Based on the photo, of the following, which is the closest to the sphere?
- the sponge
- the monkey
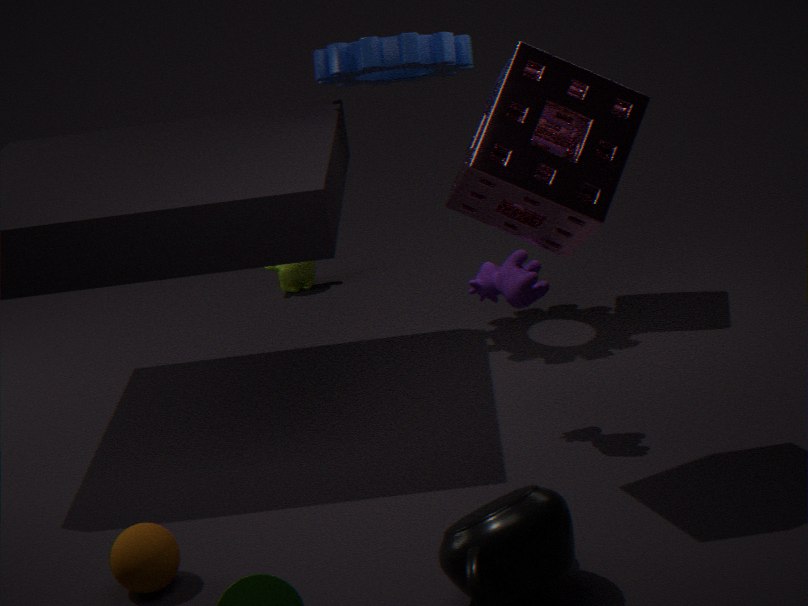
the sponge
